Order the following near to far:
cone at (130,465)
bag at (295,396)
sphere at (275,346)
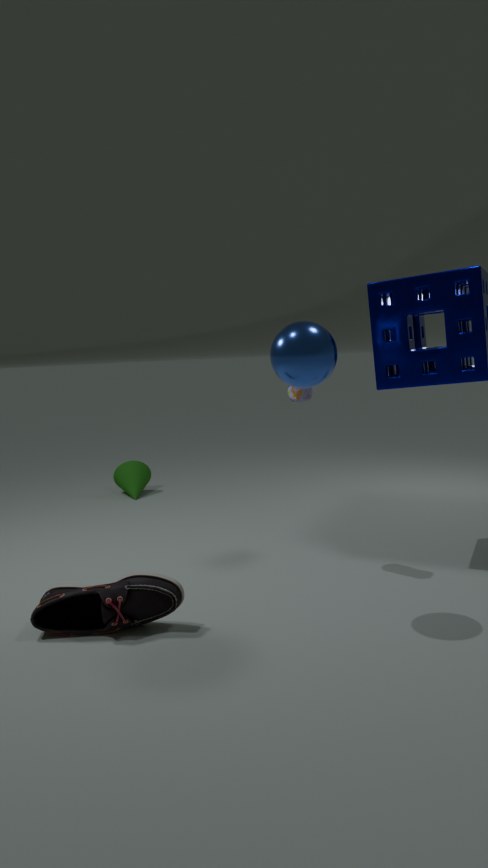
1. sphere at (275,346)
2. bag at (295,396)
3. cone at (130,465)
